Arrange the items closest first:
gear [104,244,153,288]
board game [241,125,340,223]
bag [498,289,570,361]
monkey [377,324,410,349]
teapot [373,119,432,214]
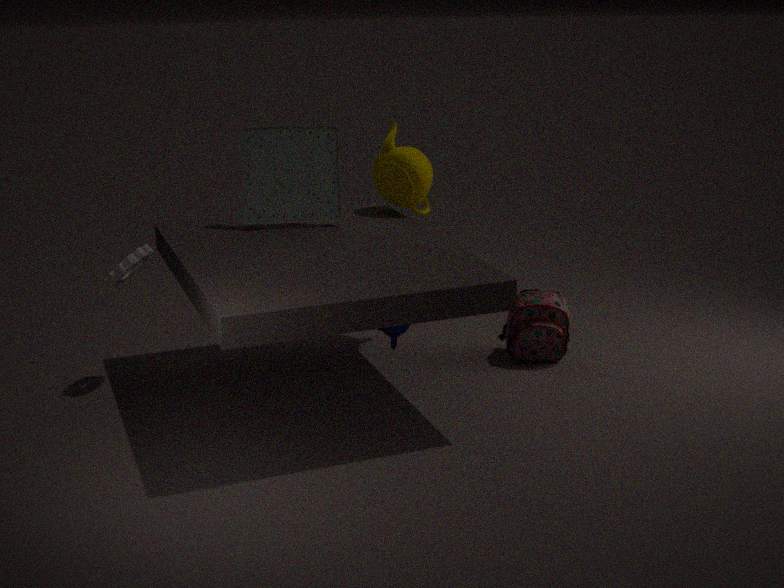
1. monkey [377,324,410,349]
2. gear [104,244,153,288]
3. board game [241,125,340,223]
4. bag [498,289,570,361]
5. teapot [373,119,432,214]
